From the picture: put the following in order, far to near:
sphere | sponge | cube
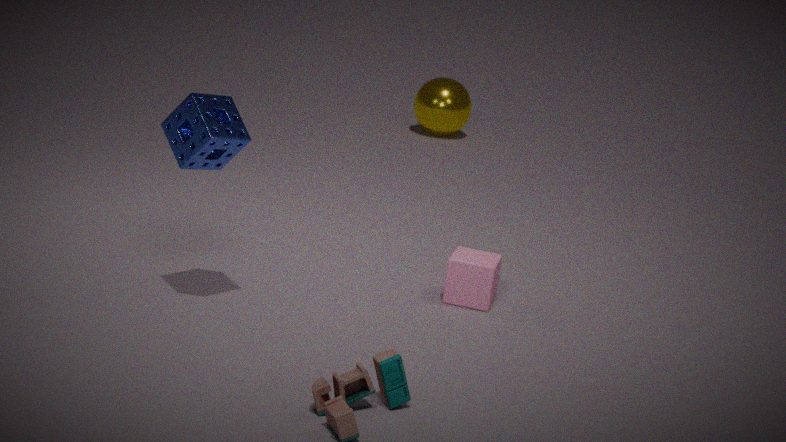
sphere → cube → sponge
